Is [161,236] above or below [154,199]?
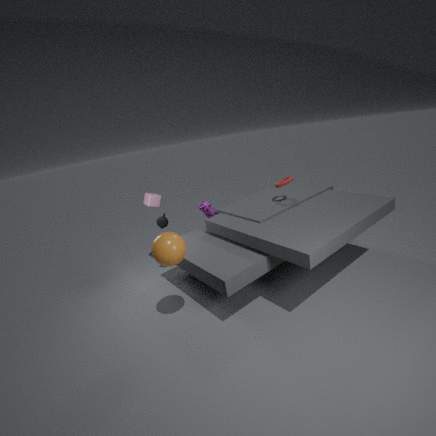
below
